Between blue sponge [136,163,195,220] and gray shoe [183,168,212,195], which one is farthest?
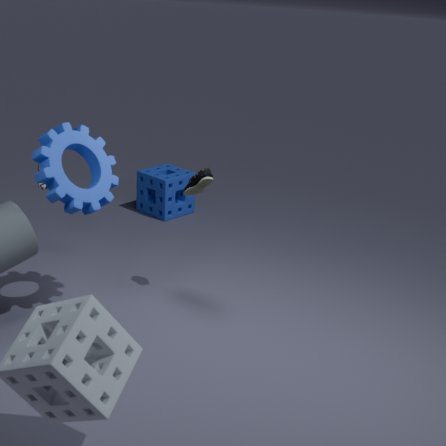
blue sponge [136,163,195,220]
